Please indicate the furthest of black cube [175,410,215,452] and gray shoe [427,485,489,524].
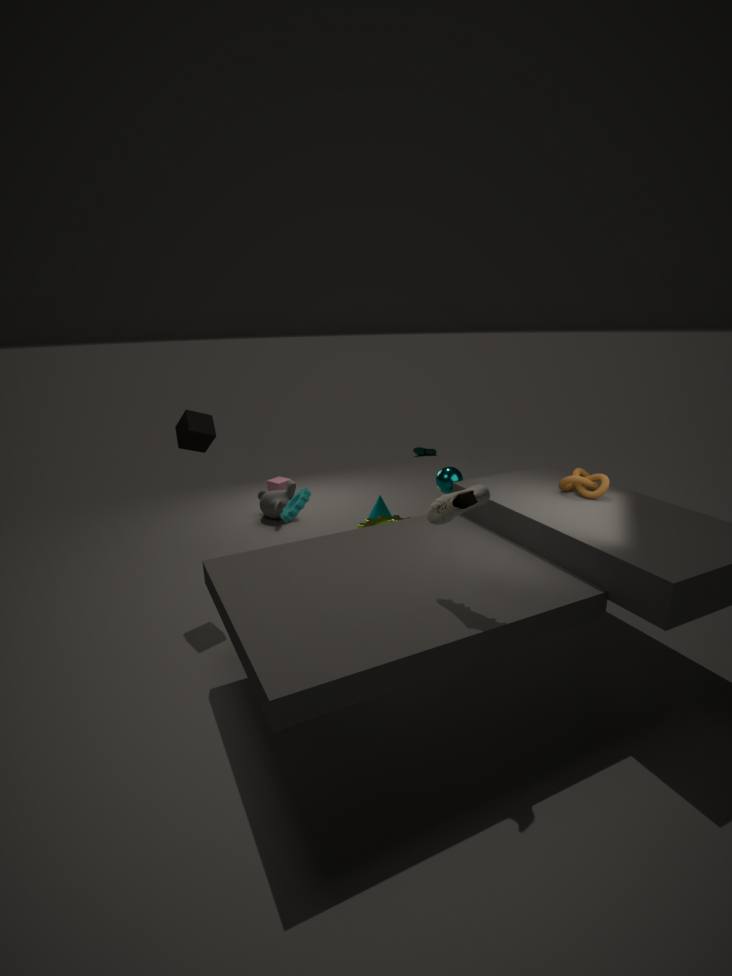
black cube [175,410,215,452]
